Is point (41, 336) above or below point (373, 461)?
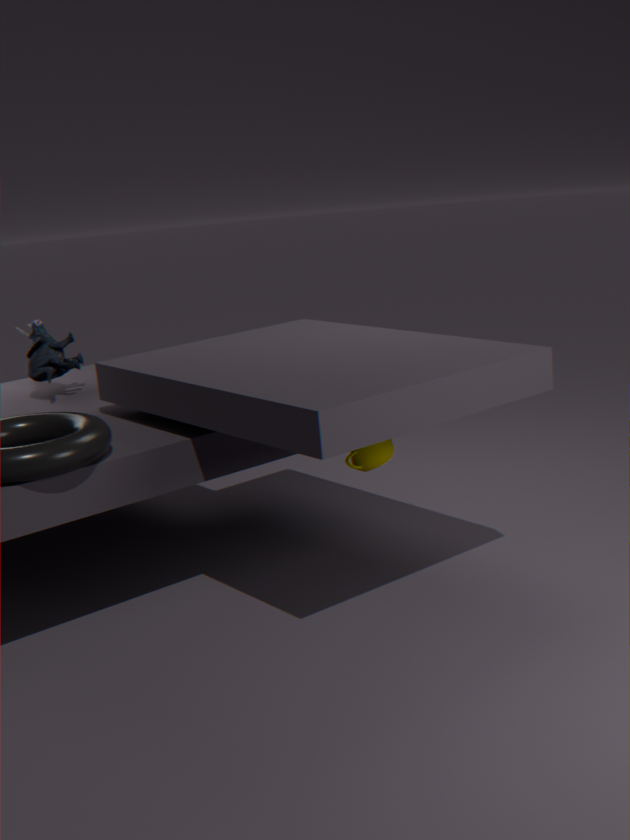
above
